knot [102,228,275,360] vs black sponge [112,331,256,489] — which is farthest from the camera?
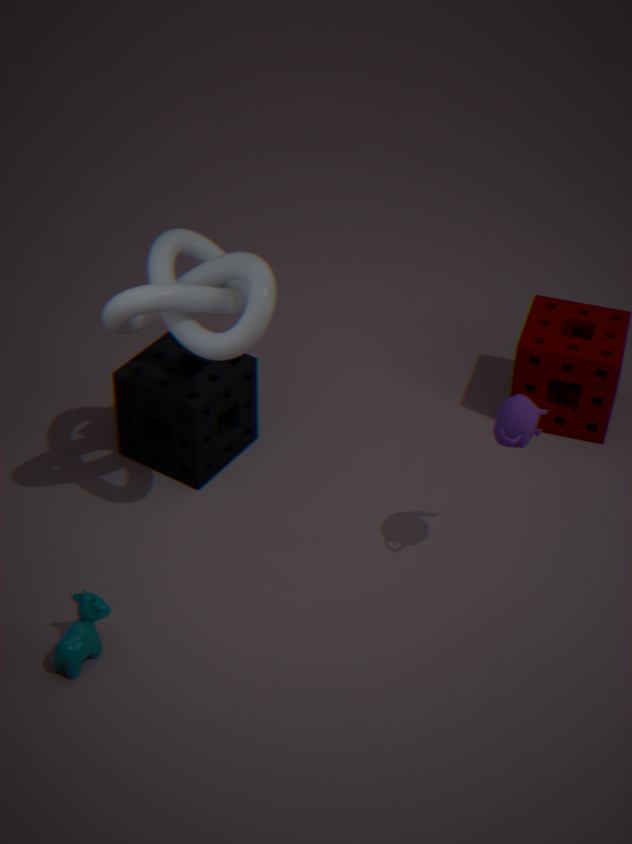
black sponge [112,331,256,489]
